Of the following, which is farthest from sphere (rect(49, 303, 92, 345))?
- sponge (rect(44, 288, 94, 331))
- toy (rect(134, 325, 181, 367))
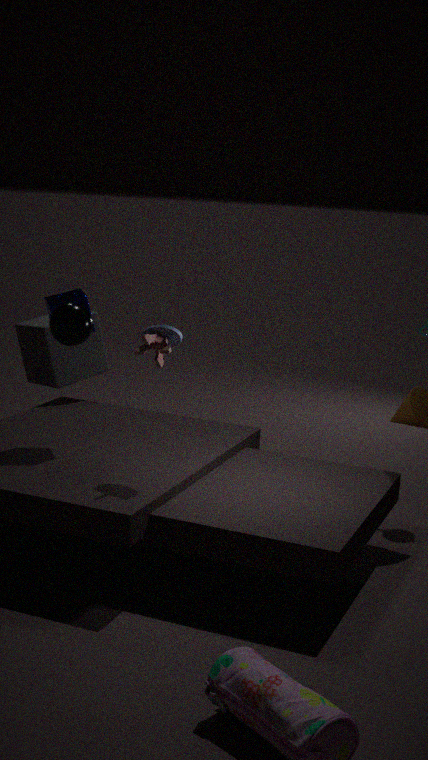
sponge (rect(44, 288, 94, 331))
